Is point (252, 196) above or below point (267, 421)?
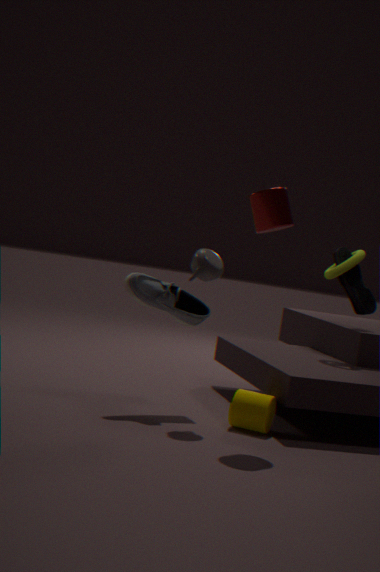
above
